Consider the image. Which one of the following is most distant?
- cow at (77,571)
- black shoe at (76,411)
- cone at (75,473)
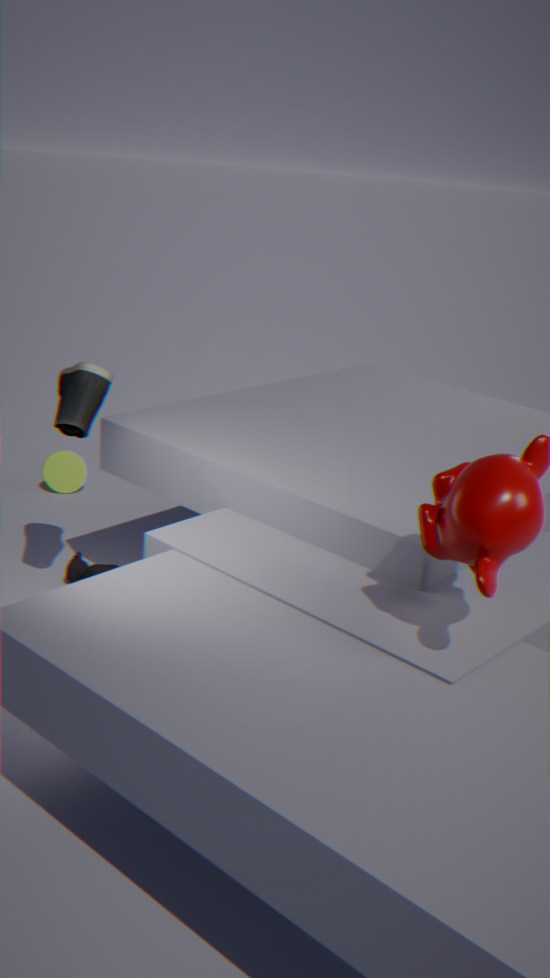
cone at (75,473)
